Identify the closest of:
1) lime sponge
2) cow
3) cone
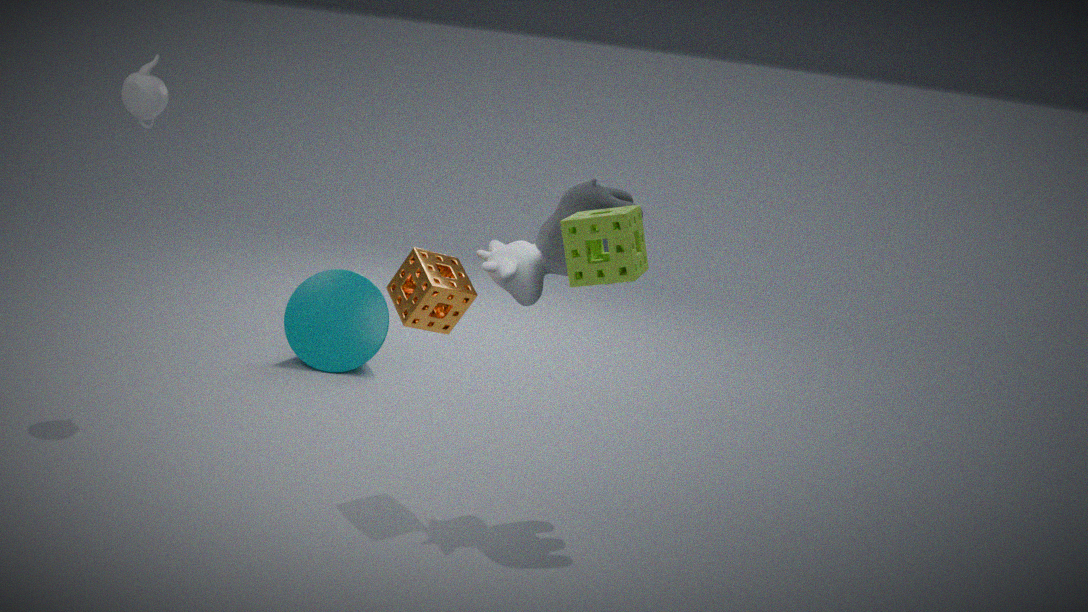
1. lime sponge
